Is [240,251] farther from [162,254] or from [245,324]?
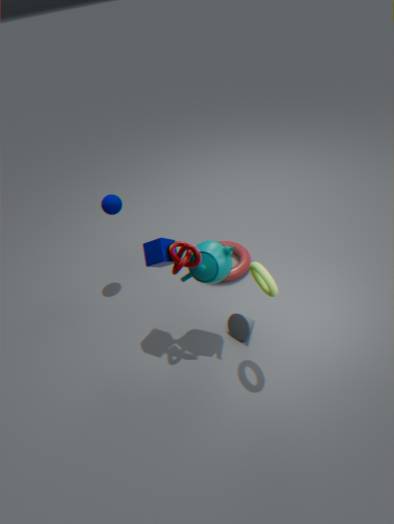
[162,254]
